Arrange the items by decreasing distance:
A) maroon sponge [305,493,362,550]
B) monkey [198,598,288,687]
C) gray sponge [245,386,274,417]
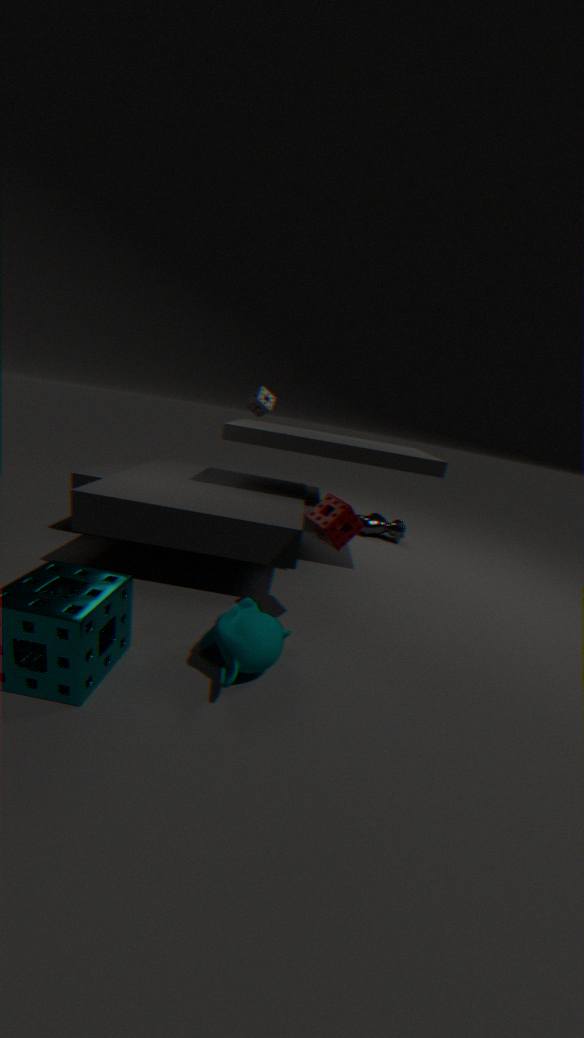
gray sponge [245,386,274,417], maroon sponge [305,493,362,550], monkey [198,598,288,687]
